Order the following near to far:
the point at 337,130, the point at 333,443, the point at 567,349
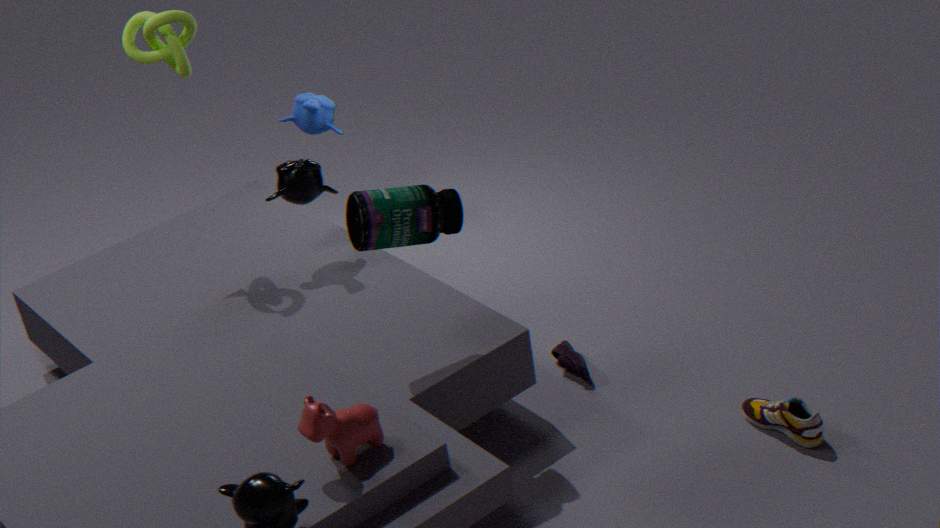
1. the point at 333,443
2. the point at 567,349
3. the point at 337,130
